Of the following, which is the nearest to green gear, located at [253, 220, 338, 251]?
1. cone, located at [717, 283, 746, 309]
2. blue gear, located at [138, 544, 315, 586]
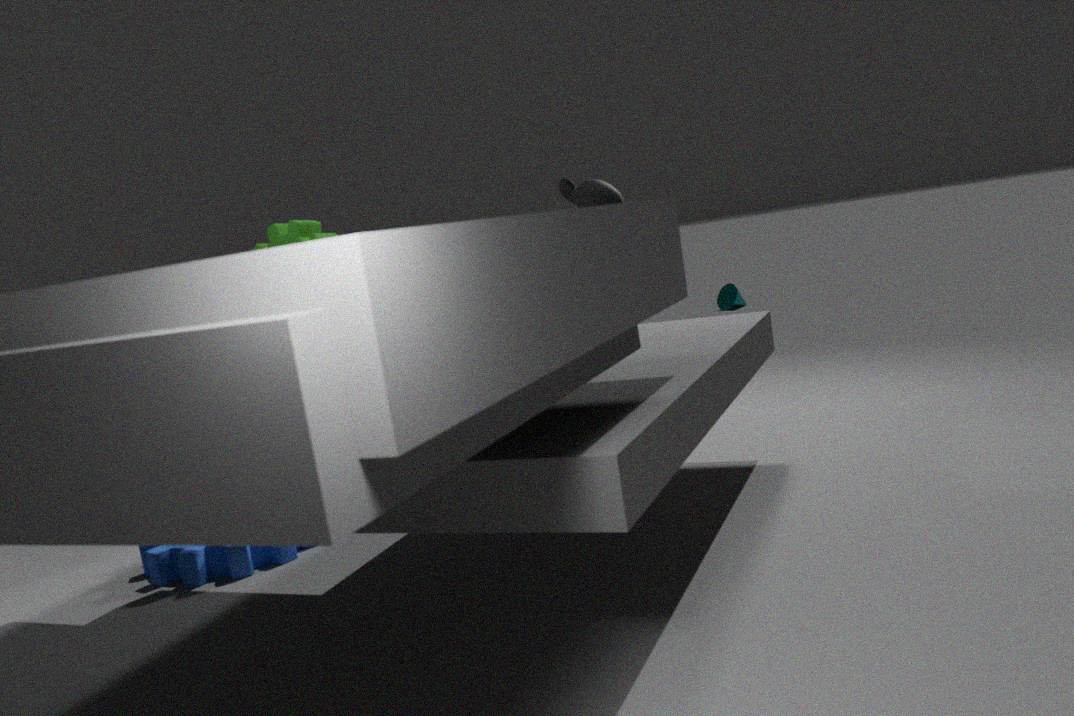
blue gear, located at [138, 544, 315, 586]
